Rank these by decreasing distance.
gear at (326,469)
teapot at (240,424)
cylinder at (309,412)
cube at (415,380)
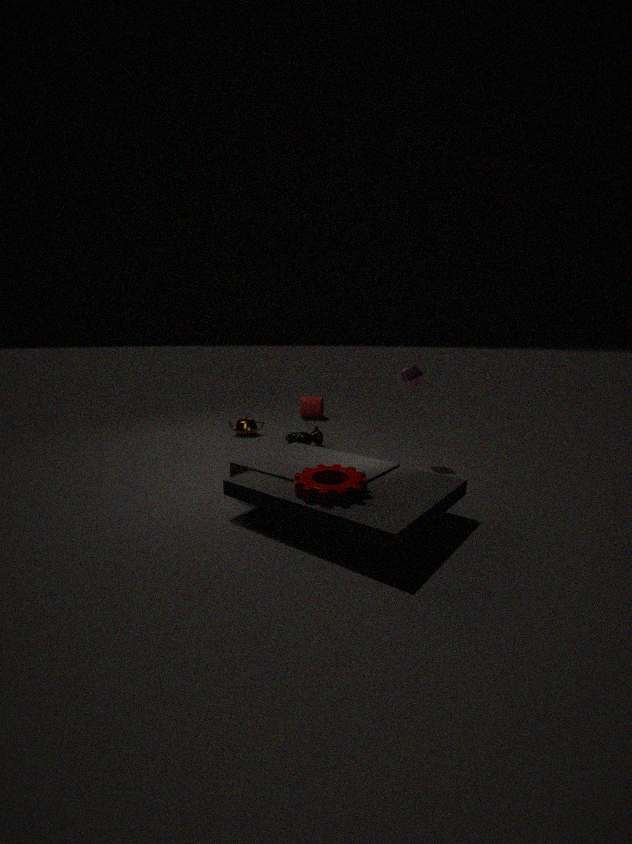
1. cylinder at (309,412)
2. teapot at (240,424)
3. cube at (415,380)
4. gear at (326,469)
